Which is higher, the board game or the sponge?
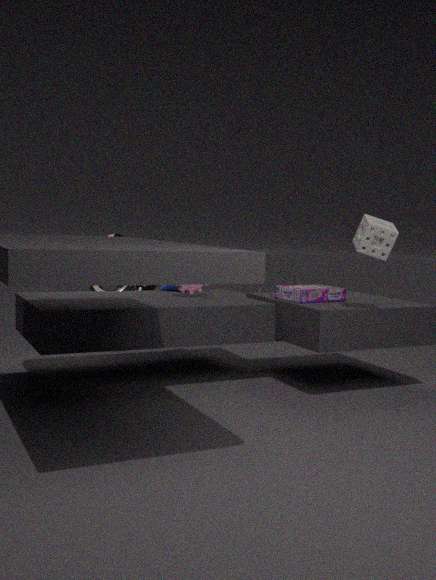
the sponge
